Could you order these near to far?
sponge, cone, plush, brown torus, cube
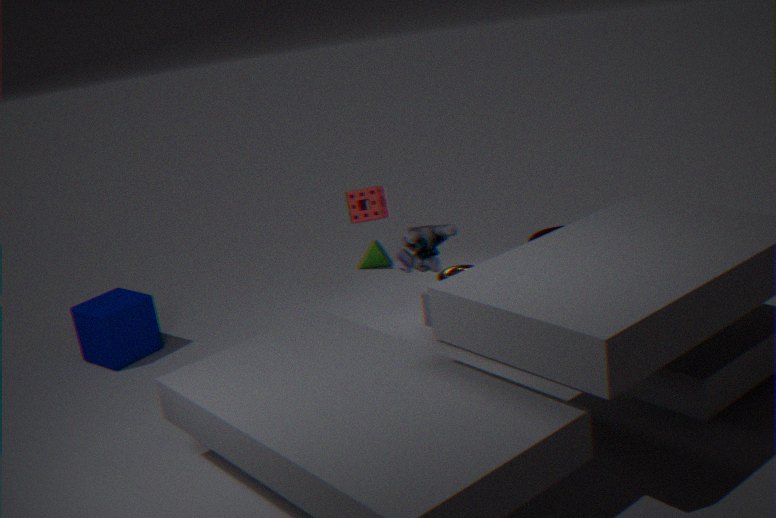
plush, sponge, brown torus, cube, cone
